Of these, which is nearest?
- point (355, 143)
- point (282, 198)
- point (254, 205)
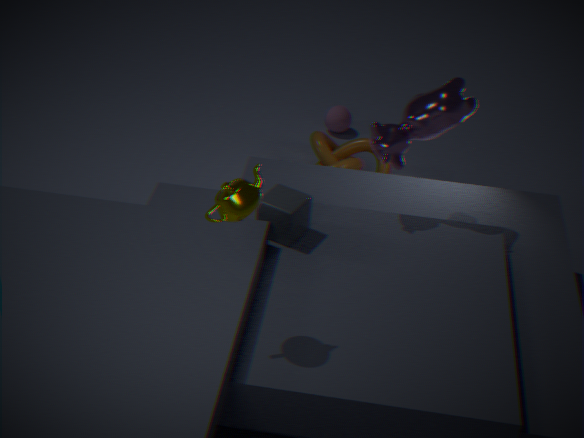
point (254, 205)
